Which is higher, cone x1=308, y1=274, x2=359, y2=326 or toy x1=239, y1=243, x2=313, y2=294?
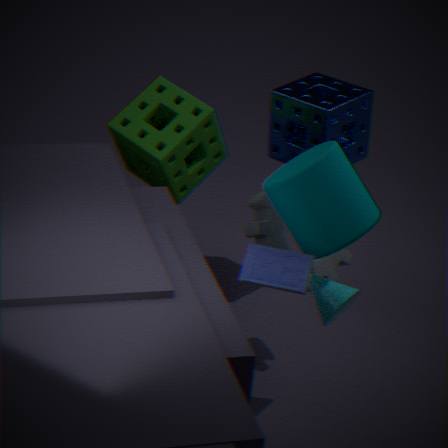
toy x1=239, y1=243, x2=313, y2=294
